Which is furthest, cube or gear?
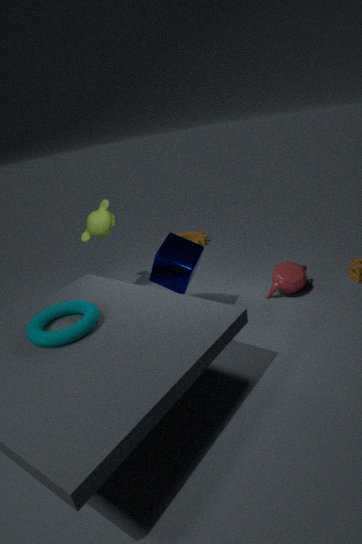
gear
